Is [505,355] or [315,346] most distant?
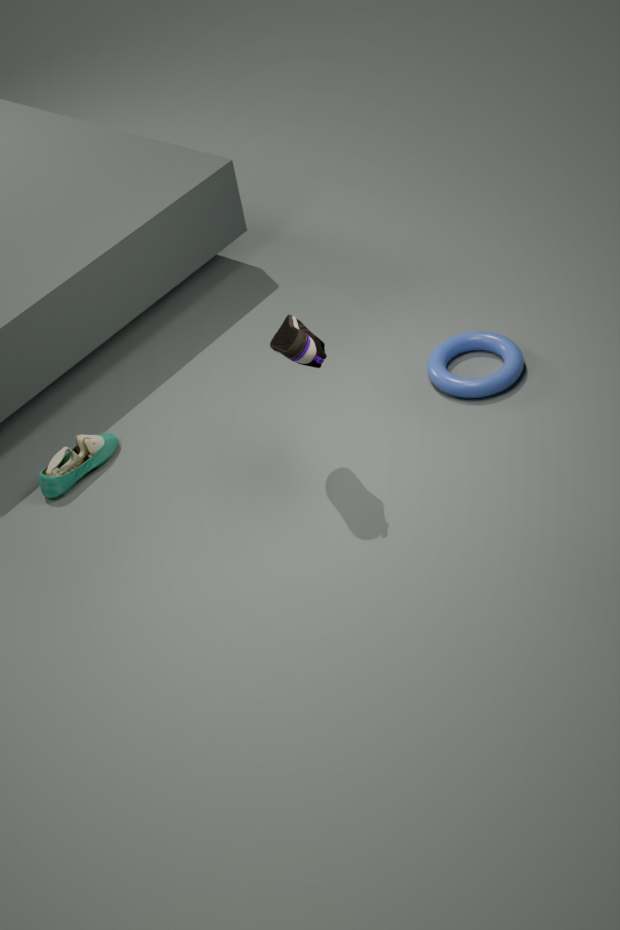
[505,355]
